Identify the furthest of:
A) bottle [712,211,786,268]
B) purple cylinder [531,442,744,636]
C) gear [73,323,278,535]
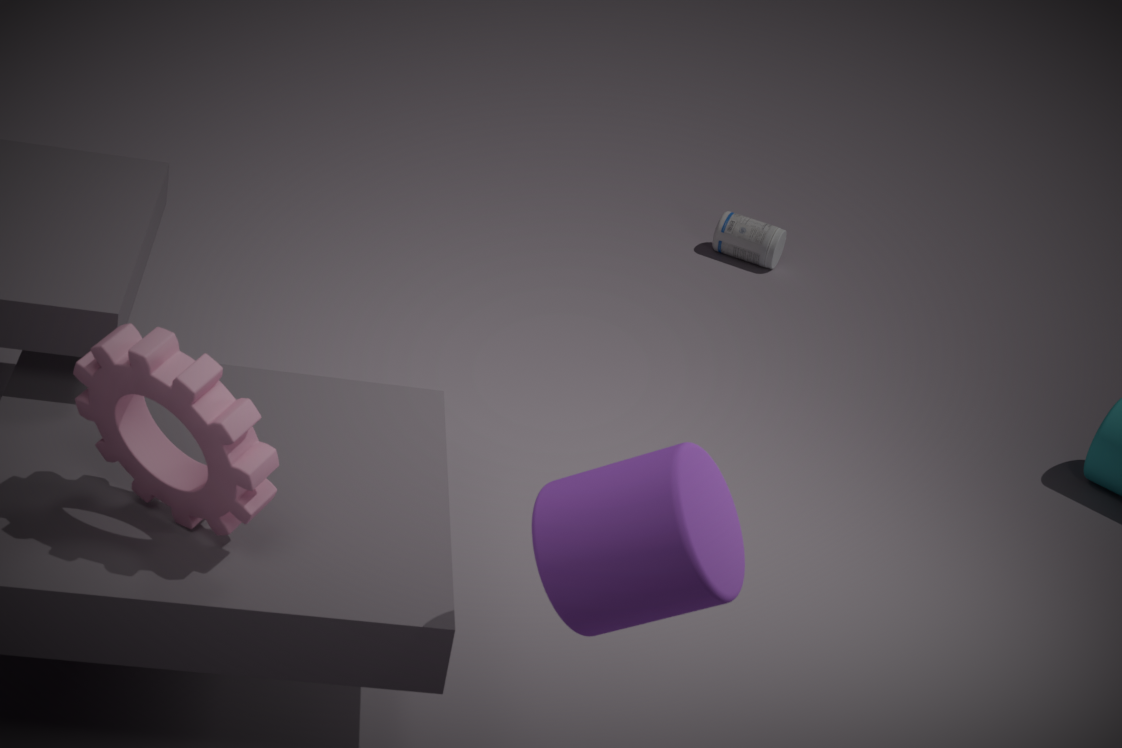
bottle [712,211,786,268]
